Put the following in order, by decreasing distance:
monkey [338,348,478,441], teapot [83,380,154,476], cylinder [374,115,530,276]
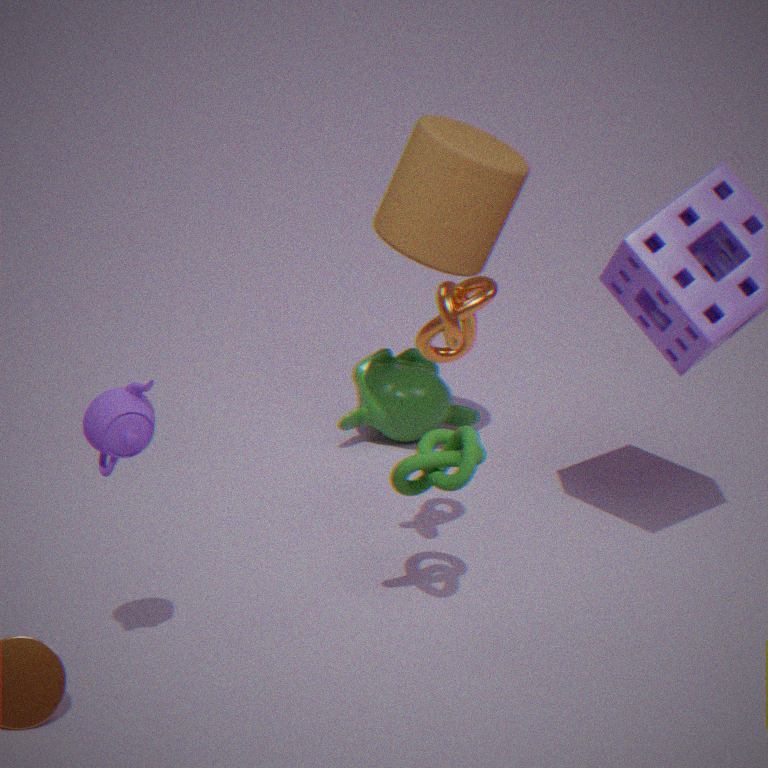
monkey [338,348,478,441]
cylinder [374,115,530,276]
teapot [83,380,154,476]
